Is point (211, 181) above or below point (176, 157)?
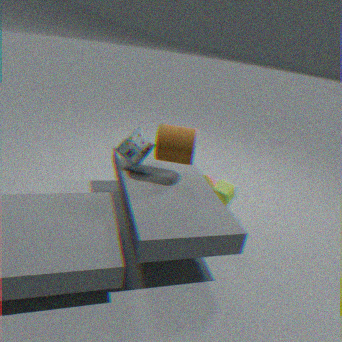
below
